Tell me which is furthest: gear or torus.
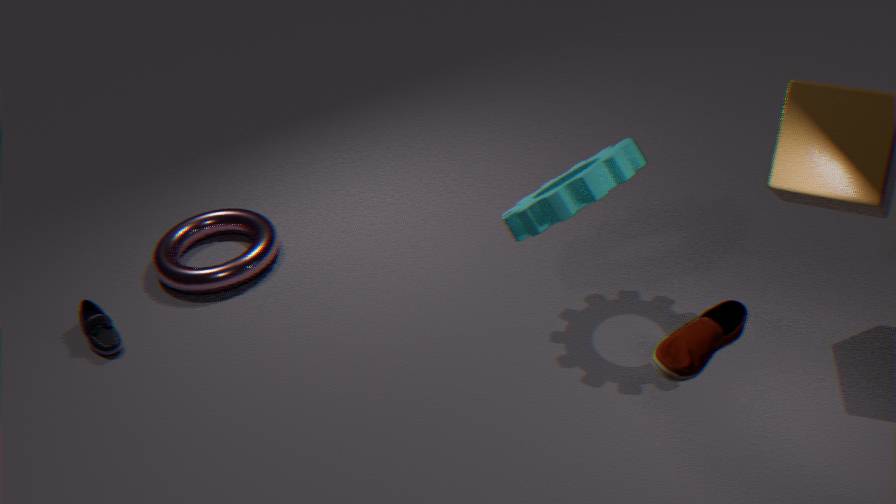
torus
